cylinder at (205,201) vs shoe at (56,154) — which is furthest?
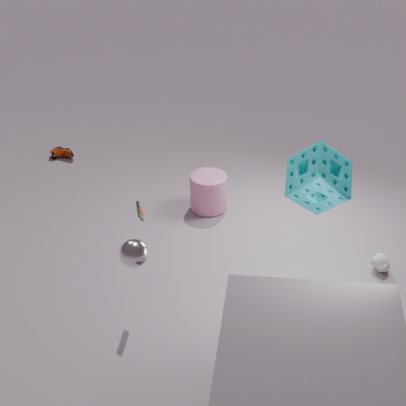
shoe at (56,154)
